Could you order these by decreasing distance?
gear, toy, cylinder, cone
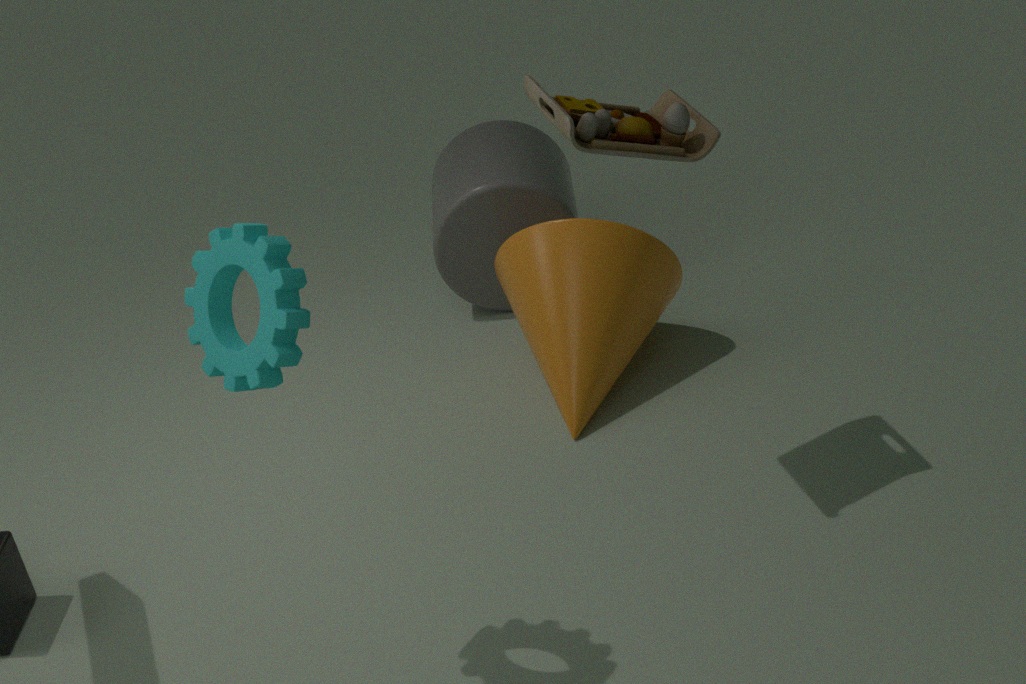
cylinder, cone, toy, gear
